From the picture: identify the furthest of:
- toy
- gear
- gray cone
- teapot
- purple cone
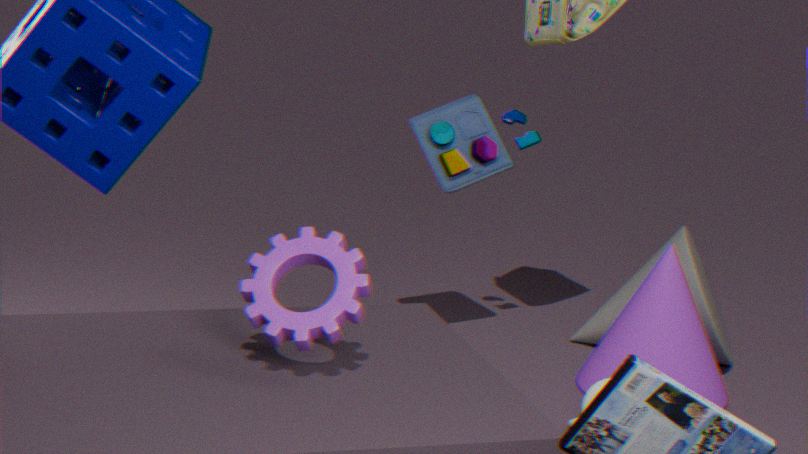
gray cone
